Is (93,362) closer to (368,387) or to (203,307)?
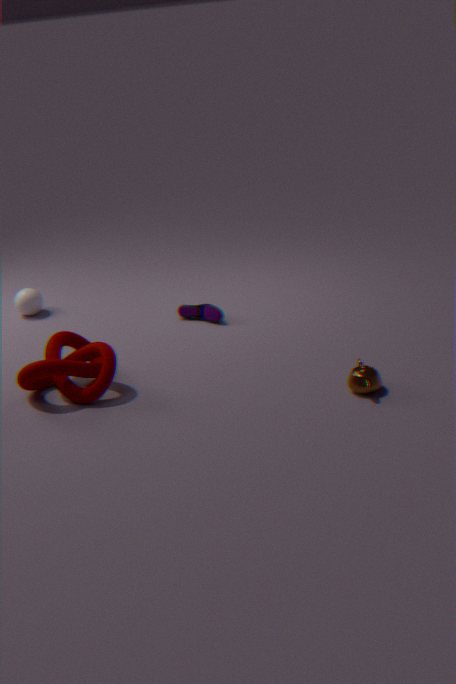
(203,307)
